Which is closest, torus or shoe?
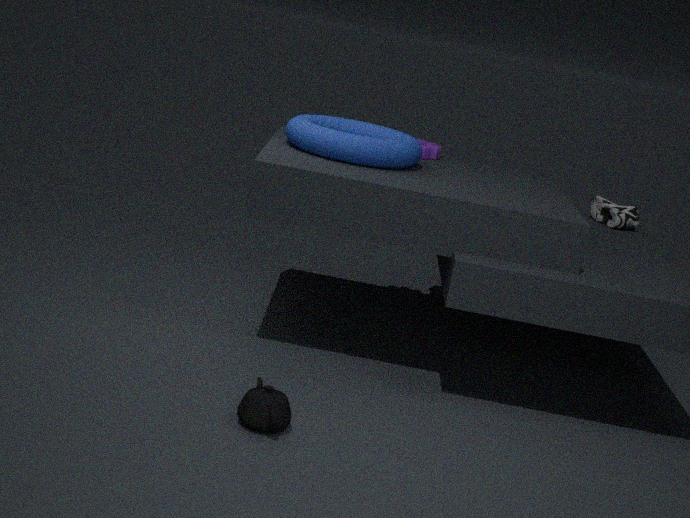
torus
